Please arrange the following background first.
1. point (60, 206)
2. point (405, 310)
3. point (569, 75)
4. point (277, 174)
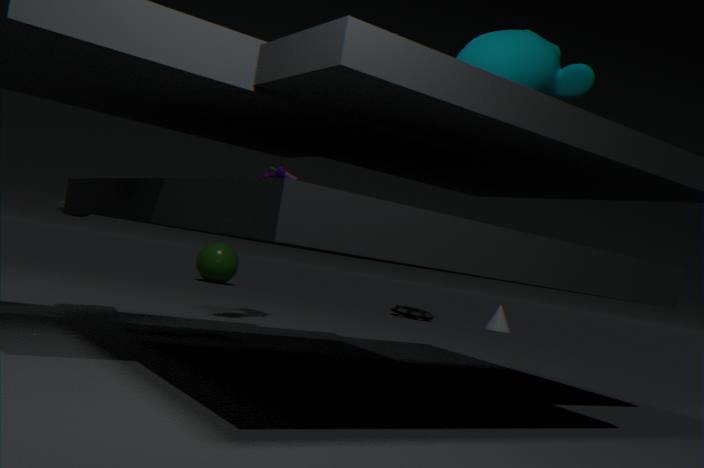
1. point (405, 310)
2. point (277, 174)
3. point (60, 206)
4. point (569, 75)
